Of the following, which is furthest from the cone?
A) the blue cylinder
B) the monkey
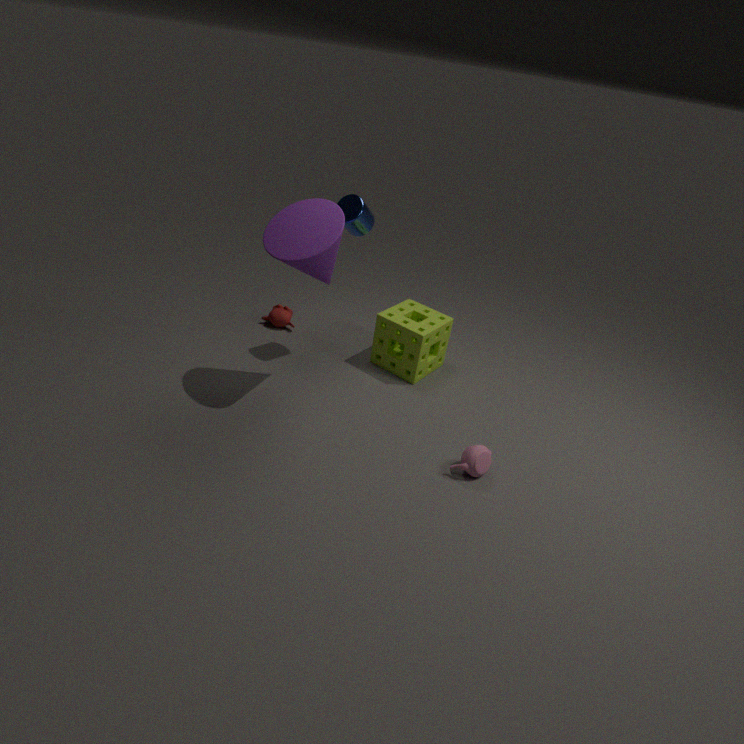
the monkey
